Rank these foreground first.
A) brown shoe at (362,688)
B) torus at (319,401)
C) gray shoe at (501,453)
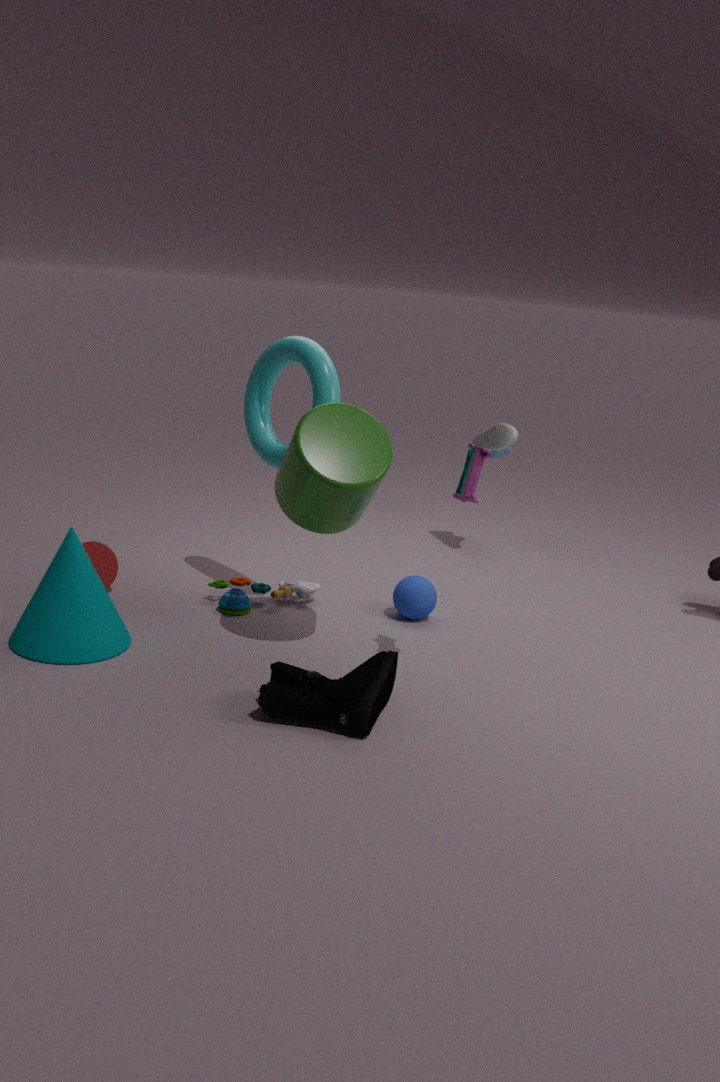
brown shoe at (362,688)
torus at (319,401)
gray shoe at (501,453)
